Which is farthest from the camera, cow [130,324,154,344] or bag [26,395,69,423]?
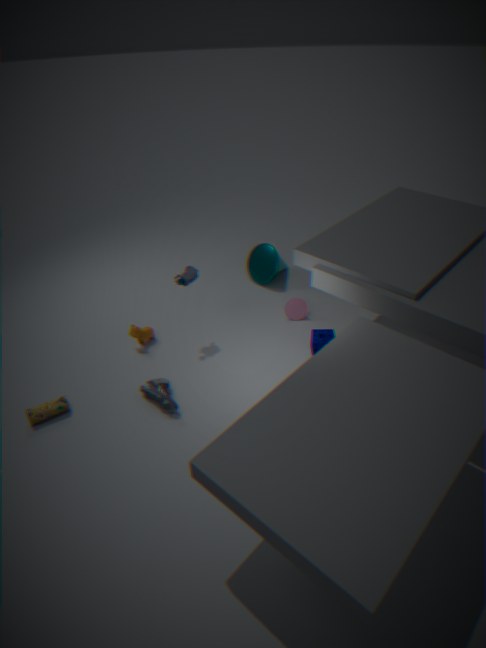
cow [130,324,154,344]
